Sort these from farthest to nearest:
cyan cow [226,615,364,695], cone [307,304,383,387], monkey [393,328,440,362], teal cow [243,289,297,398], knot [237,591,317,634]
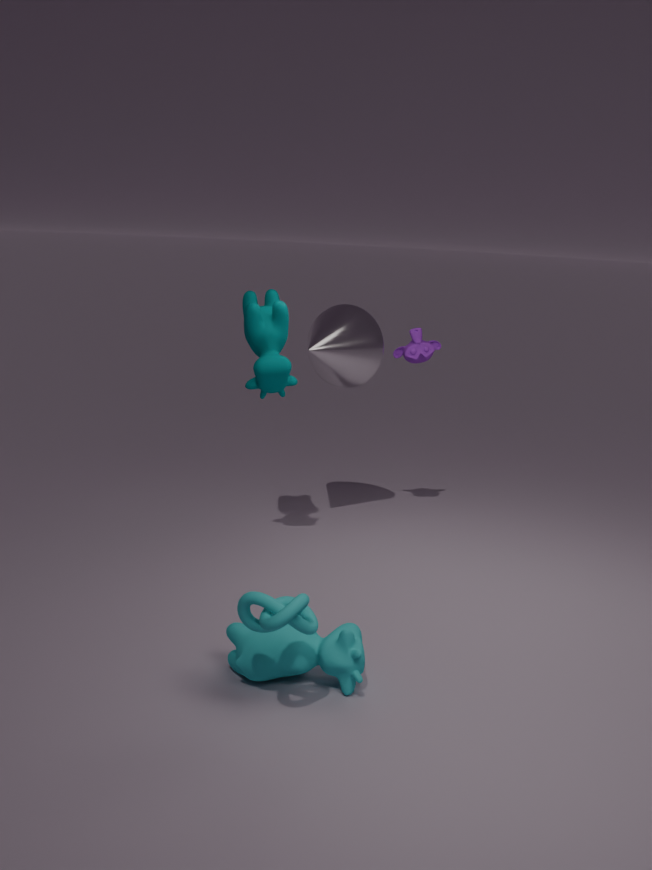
monkey [393,328,440,362] < cone [307,304,383,387] < teal cow [243,289,297,398] < cyan cow [226,615,364,695] < knot [237,591,317,634]
